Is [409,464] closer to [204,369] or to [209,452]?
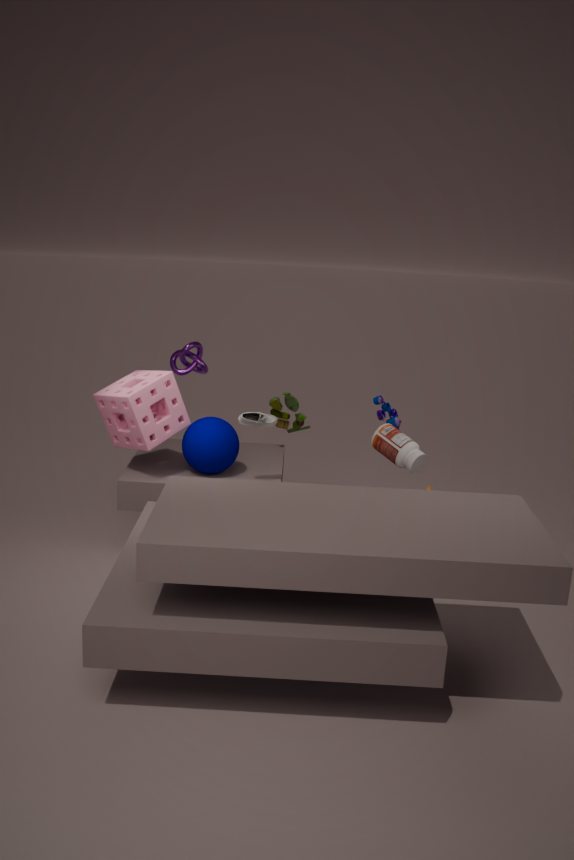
[209,452]
